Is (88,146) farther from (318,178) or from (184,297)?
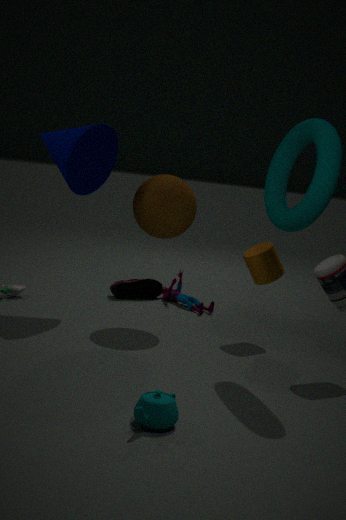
(318,178)
